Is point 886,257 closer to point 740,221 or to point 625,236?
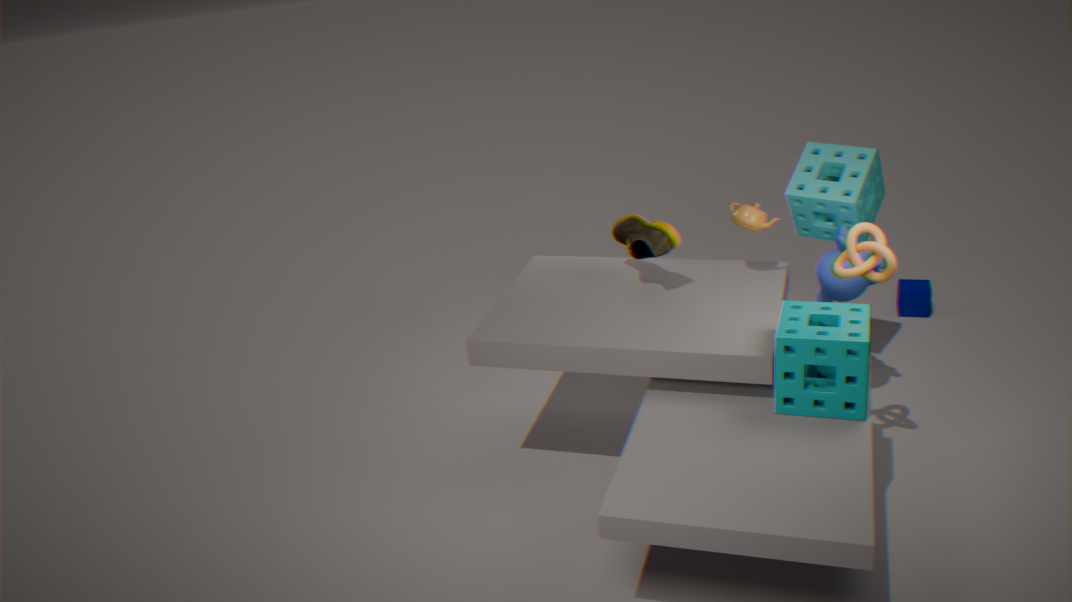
point 740,221
